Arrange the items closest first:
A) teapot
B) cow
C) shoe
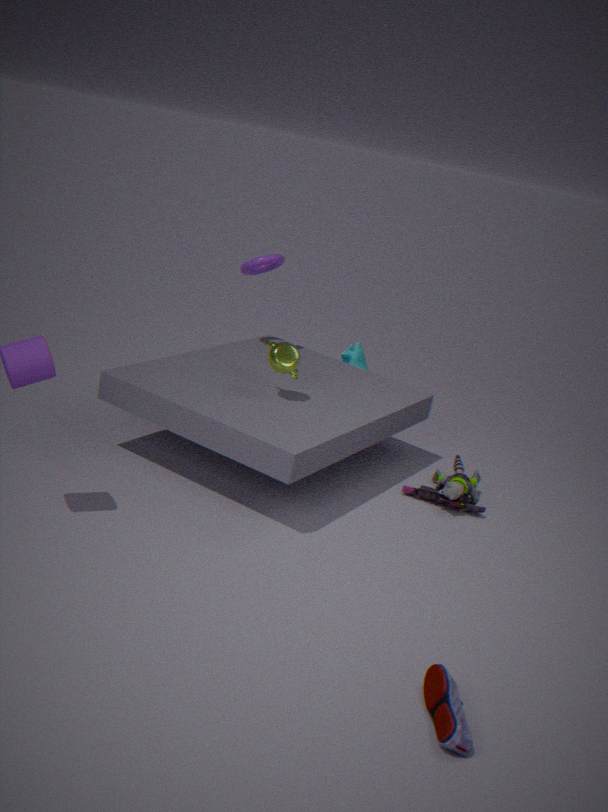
shoe → teapot → cow
